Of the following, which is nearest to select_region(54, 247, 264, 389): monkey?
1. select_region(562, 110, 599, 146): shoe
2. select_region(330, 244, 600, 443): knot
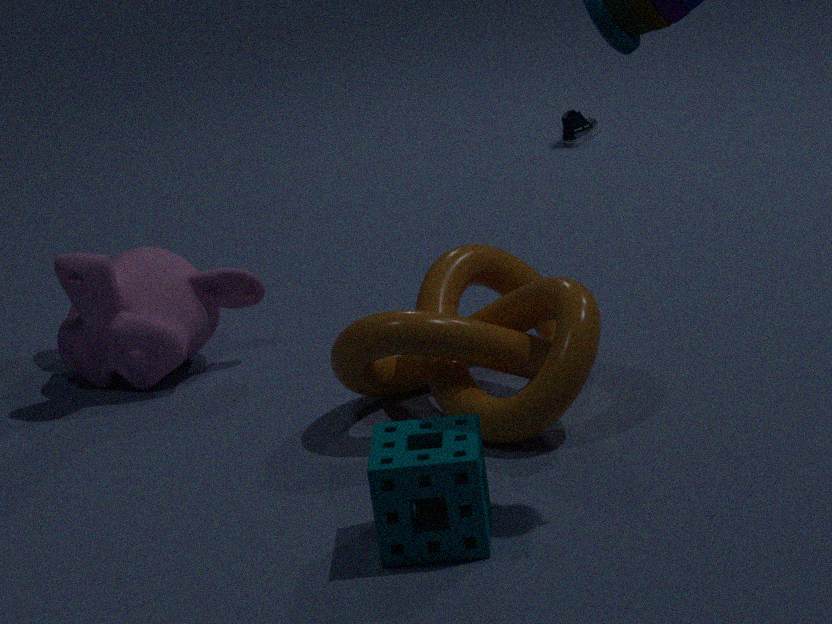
select_region(330, 244, 600, 443): knot
